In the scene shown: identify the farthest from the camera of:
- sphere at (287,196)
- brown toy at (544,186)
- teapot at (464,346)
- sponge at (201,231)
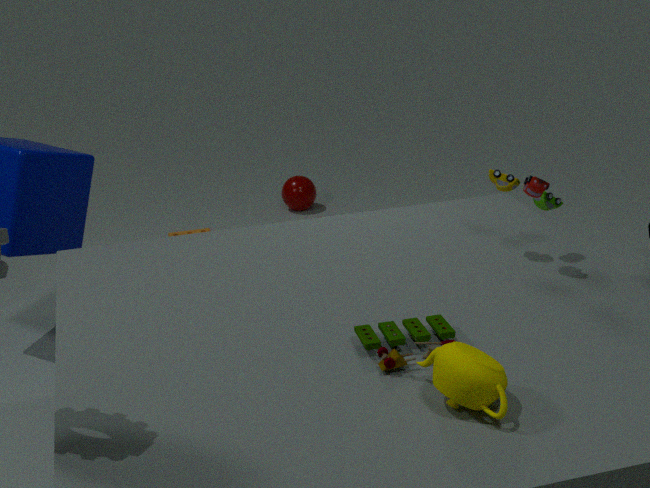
sphere at (287,196)
